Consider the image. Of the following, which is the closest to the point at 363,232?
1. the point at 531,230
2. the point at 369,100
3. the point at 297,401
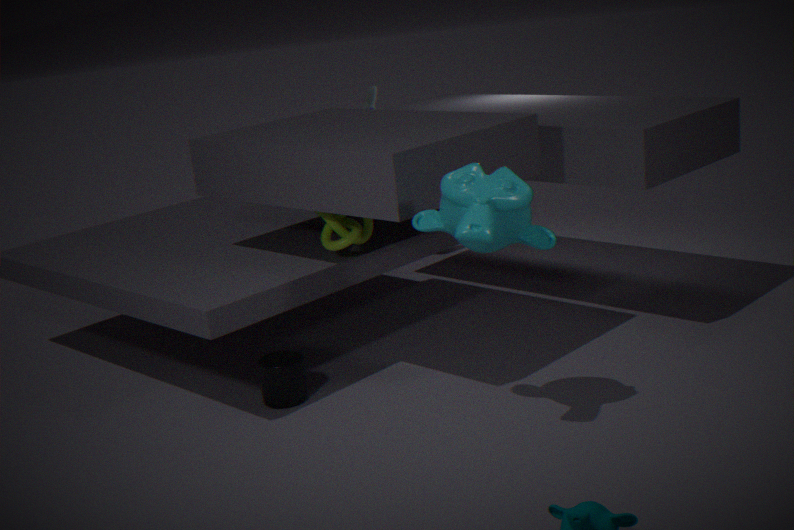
the point at 297,401
